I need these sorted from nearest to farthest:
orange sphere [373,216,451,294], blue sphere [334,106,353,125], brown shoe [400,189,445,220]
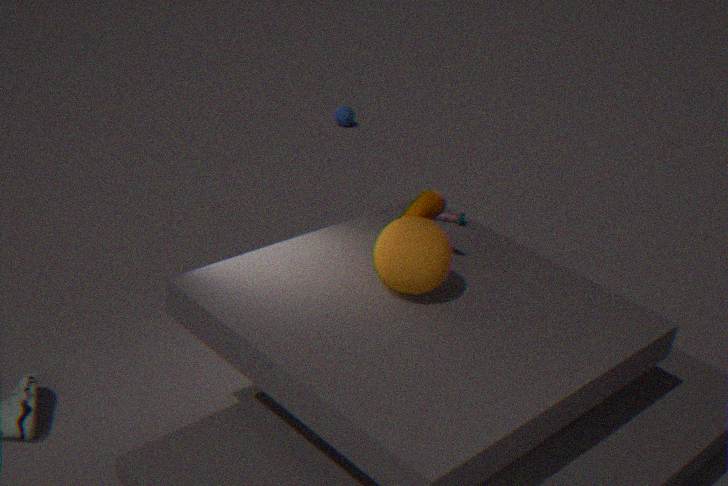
orange sphere [373,216,451,294] → brown shoe [400,189,445,220] → blue sphere [334,106,353,125]
